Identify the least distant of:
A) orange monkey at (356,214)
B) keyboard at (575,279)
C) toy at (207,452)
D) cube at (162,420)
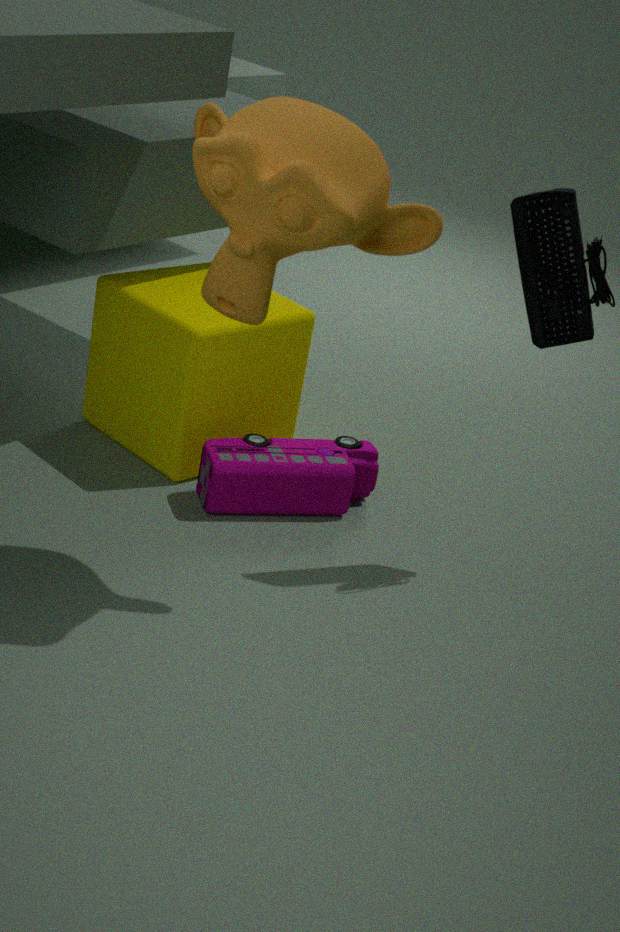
orange monkey at (356,214)
